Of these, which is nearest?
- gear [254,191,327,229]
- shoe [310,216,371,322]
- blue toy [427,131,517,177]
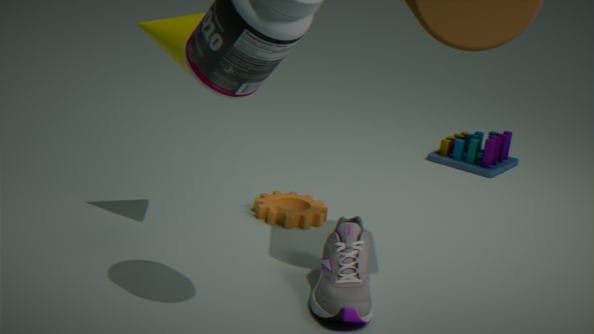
shoe [310,216,371,322]
